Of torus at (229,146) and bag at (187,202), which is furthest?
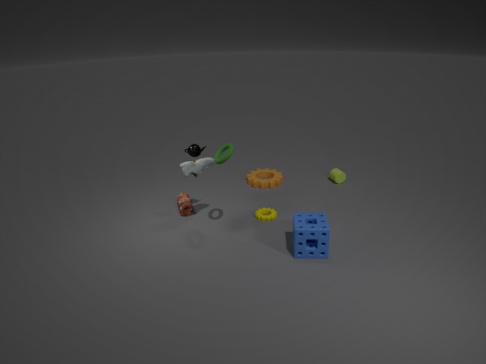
bag at (187,202)
